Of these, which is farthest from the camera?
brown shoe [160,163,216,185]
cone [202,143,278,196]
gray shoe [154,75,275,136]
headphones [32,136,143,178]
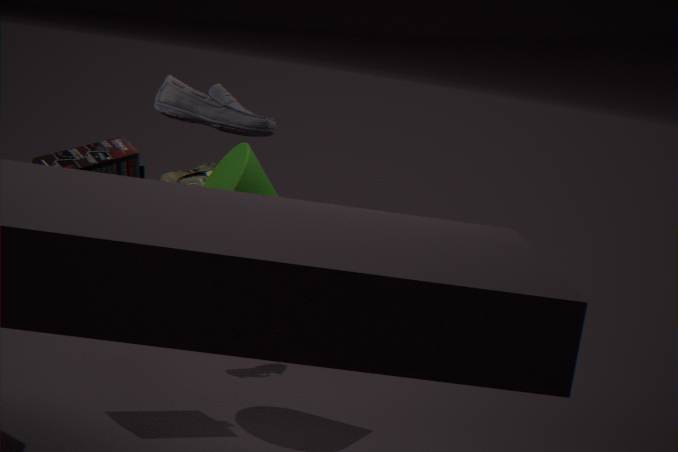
Result: brown shoe [160,163,216,185]
